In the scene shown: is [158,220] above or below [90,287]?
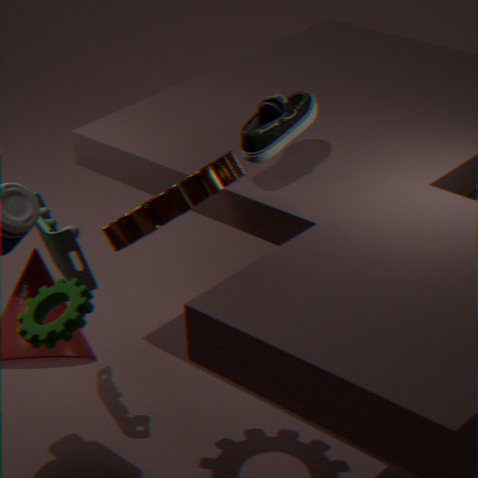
above
